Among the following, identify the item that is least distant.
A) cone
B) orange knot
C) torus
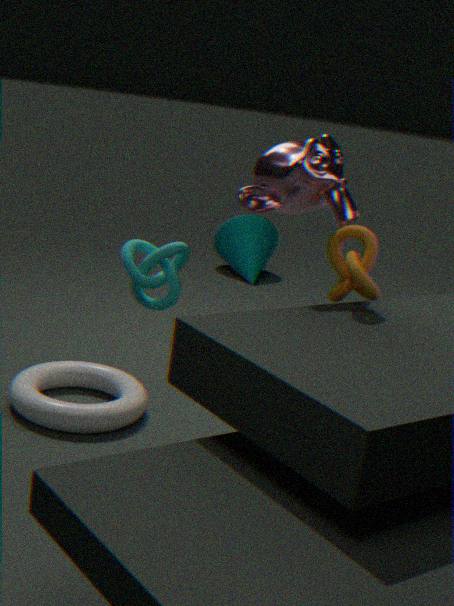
orange knot
